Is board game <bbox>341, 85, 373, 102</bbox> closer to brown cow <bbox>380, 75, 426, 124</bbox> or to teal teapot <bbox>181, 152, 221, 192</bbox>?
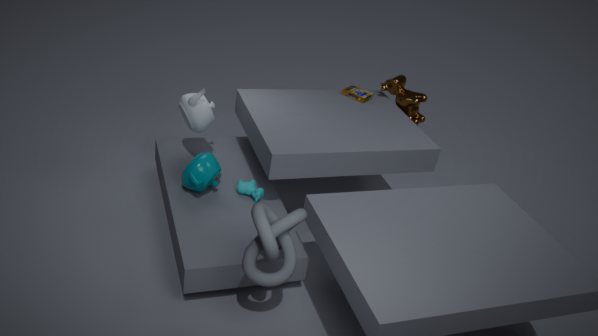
brown cow <bbox>380, 75, 426, 124</bbox>
